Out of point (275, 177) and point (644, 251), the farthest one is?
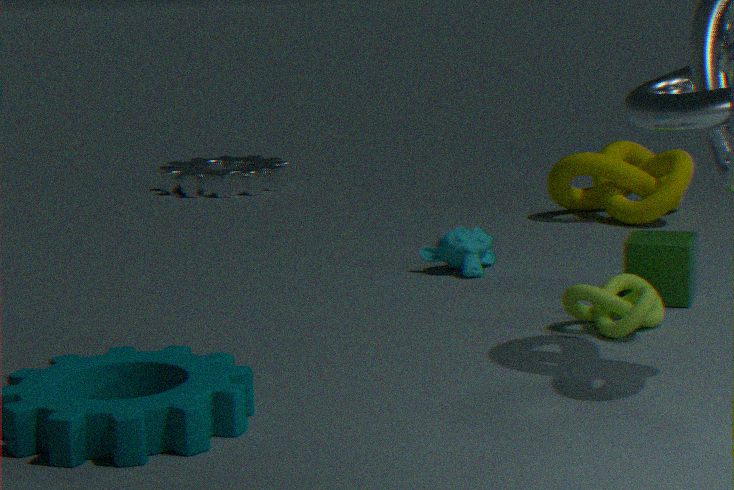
point (275, 177)
